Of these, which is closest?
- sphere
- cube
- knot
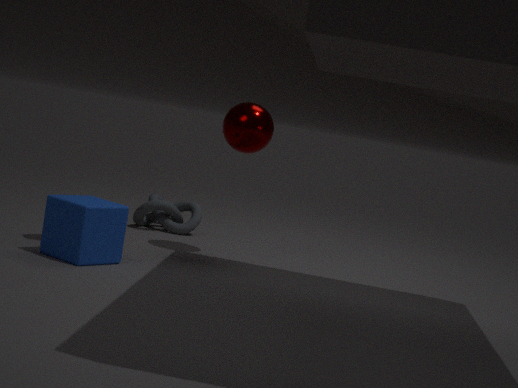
cube
